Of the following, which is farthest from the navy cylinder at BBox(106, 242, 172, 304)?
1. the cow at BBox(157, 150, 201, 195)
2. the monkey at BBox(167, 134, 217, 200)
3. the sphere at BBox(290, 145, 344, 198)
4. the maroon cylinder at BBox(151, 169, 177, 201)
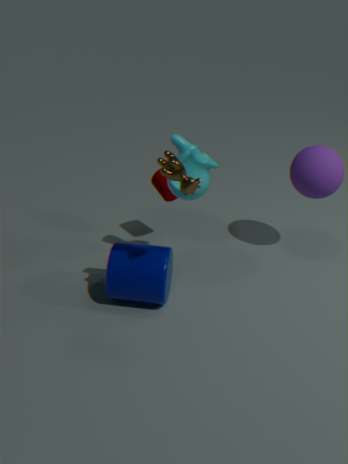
the sphere at BBox(290, 145, 344, 198)
